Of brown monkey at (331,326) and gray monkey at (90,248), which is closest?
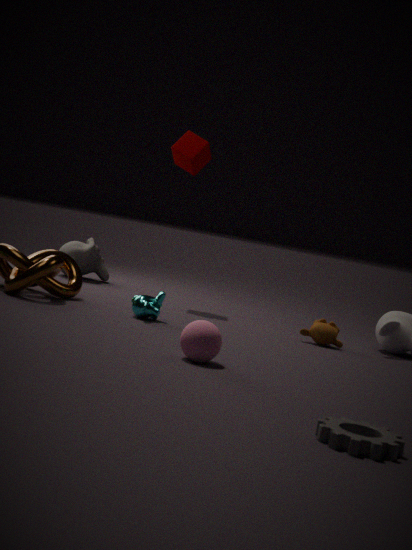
brown monkey at (331,326)
